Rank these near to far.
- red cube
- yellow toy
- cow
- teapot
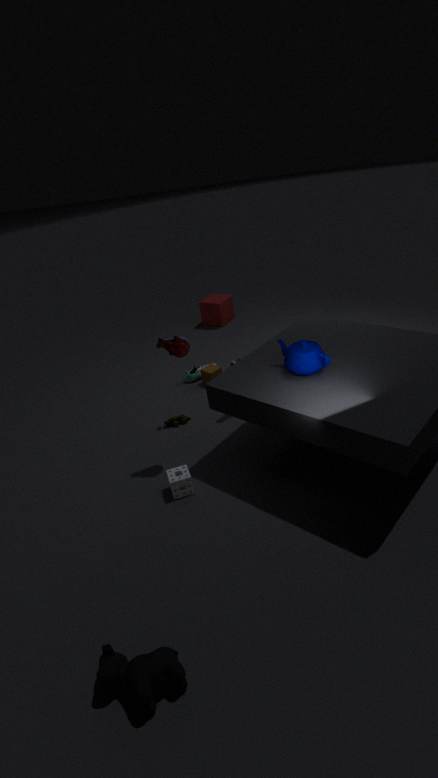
cow < teapot < yellow toy < red cube
